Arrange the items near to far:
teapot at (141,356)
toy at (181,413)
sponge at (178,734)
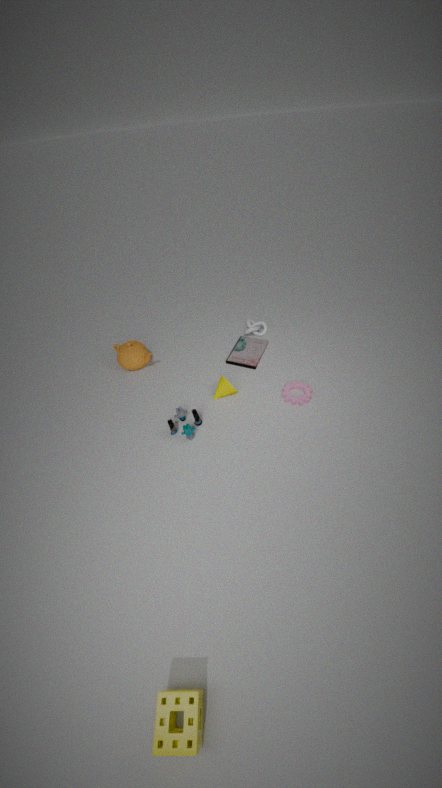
sponge at (178,734) < toy at (181,413) < teapot at (141,356)
